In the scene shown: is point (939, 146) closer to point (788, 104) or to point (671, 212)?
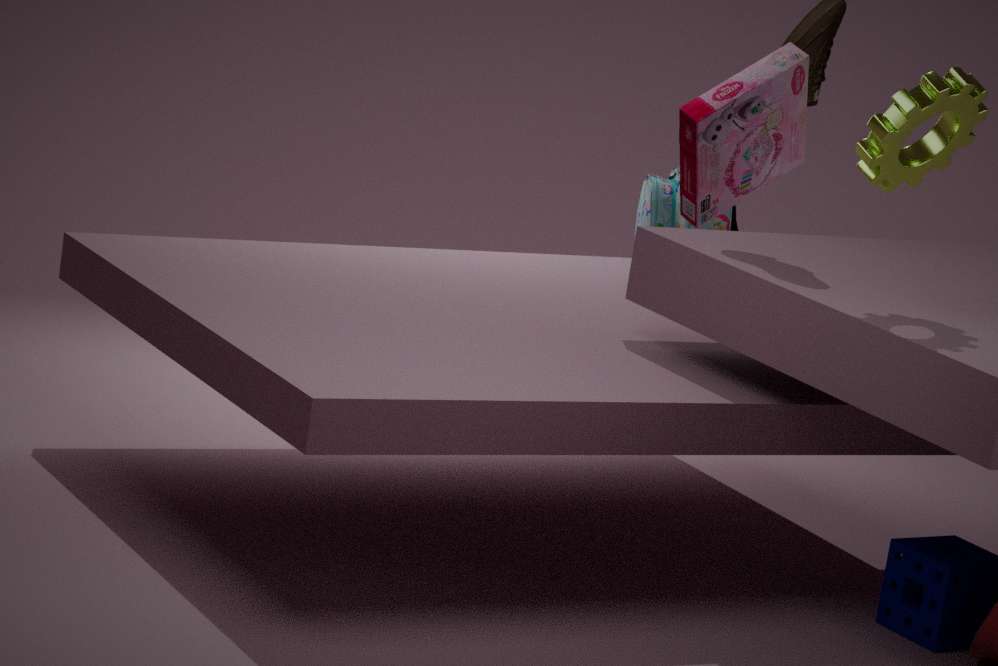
point (788, 104)
